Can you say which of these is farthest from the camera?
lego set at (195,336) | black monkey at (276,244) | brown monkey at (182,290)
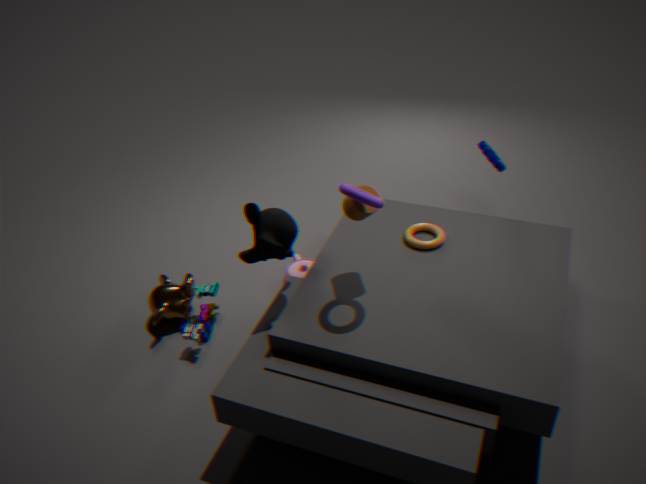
brown monkey at (182,290)
